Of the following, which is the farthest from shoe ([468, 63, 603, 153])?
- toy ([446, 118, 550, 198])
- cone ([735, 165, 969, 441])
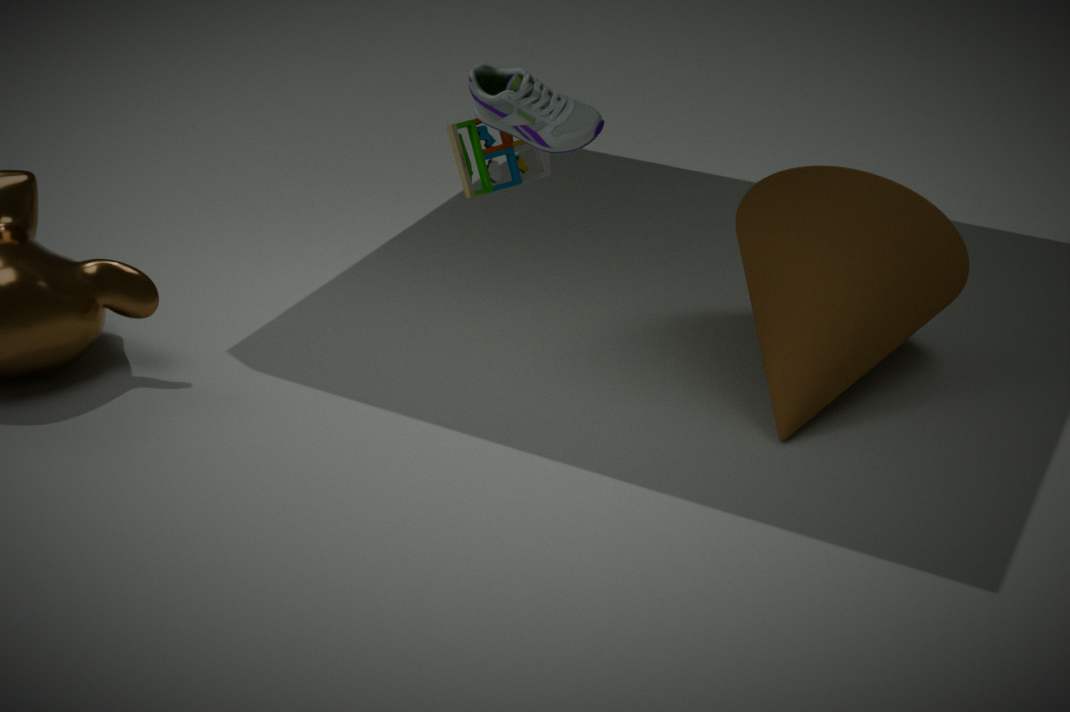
cone ([735, 165, 969, 441])
